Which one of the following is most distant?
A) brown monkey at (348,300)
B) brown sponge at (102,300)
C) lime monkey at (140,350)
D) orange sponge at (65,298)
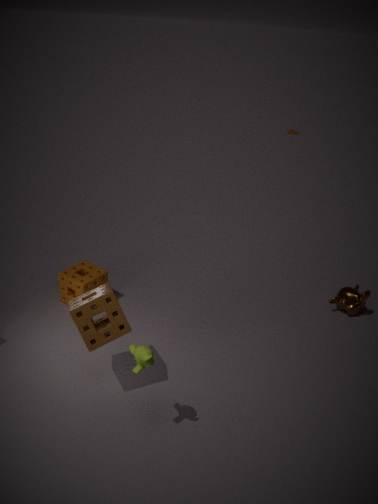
A. brown monkey at (348,300)
